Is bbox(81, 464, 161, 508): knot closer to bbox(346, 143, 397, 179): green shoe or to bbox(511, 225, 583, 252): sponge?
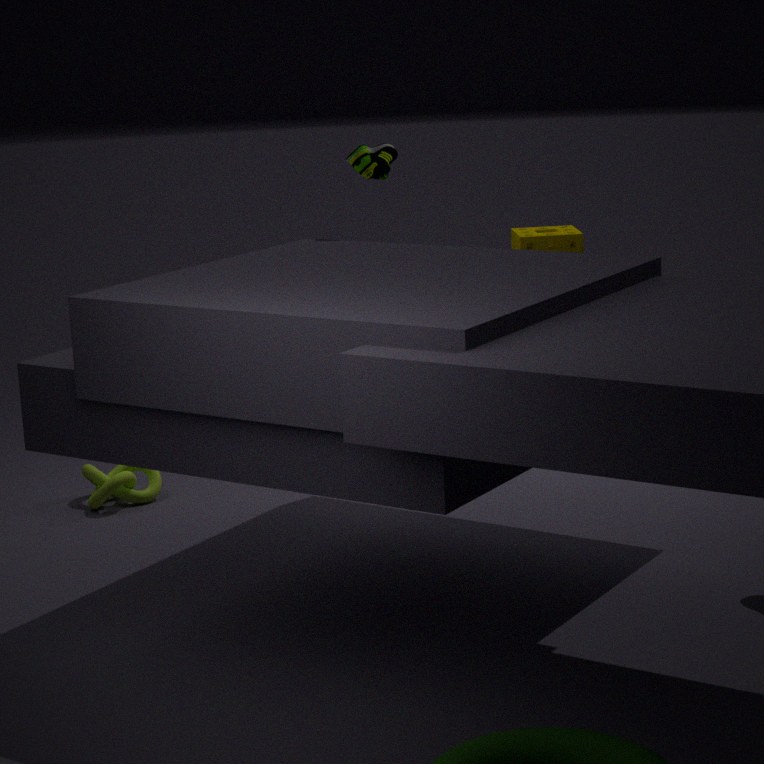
bbox(346, 143, 397, 179): green shoe
